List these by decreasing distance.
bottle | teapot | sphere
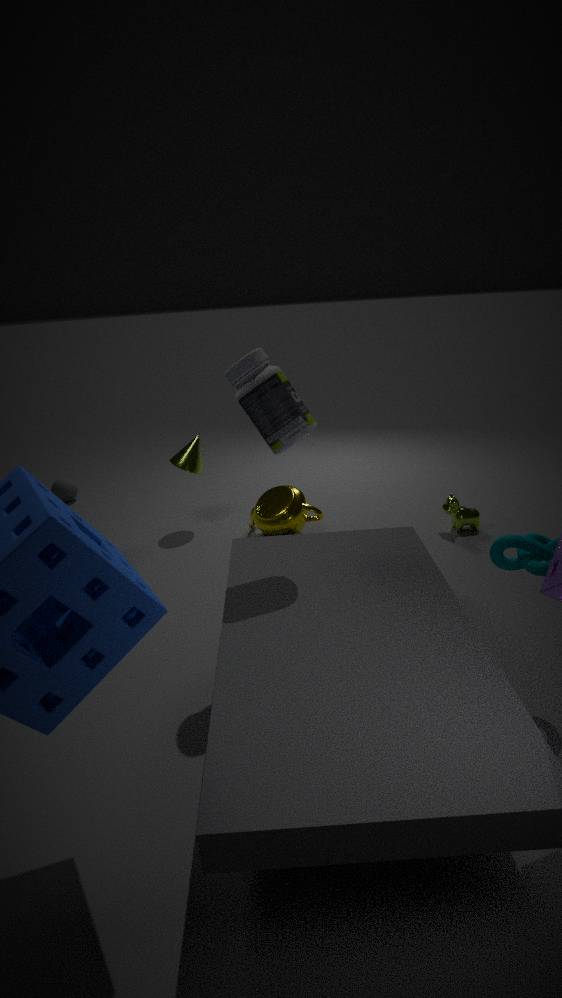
sphere
teapot
bottle
